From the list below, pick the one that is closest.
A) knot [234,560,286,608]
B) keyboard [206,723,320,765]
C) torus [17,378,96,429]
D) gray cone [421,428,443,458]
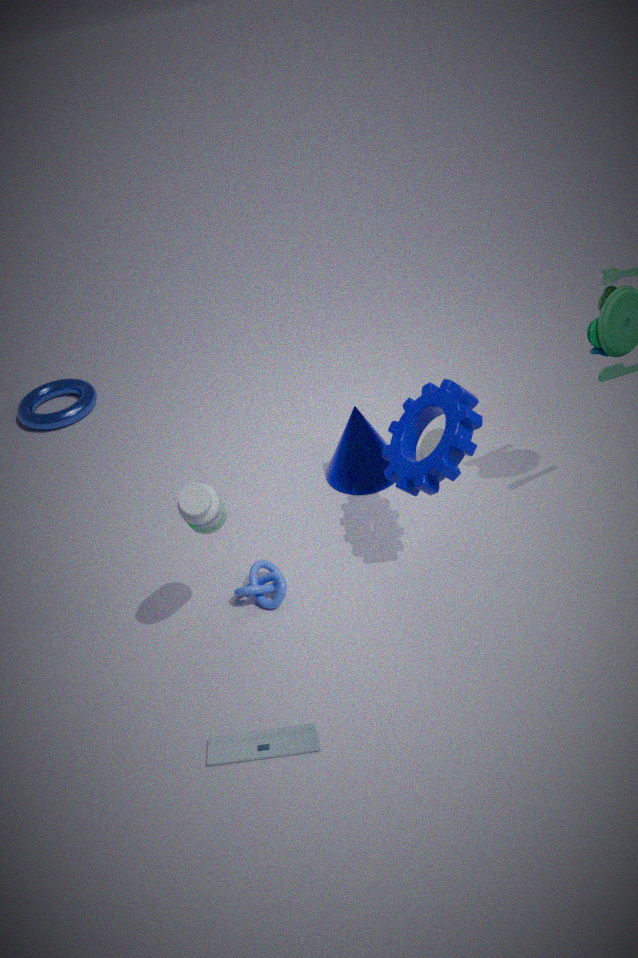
keyboard [206,723,320,765]
